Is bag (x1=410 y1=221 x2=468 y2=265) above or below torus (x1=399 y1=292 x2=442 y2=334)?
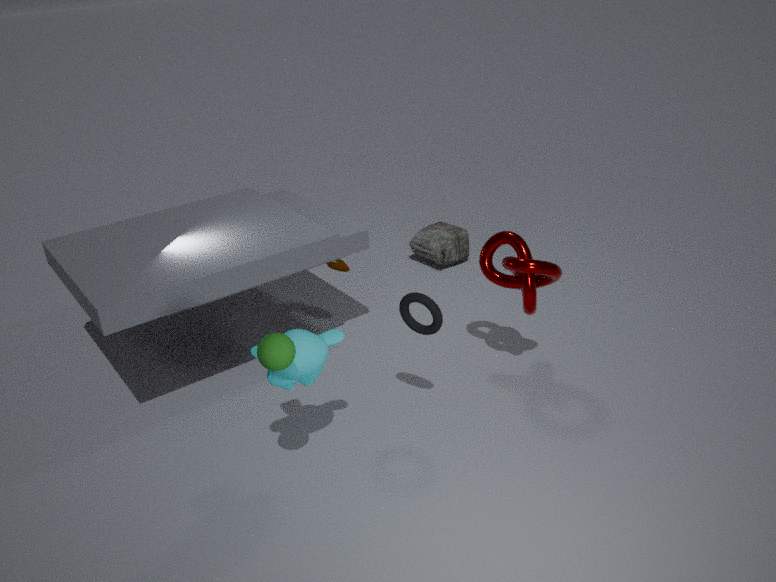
below
